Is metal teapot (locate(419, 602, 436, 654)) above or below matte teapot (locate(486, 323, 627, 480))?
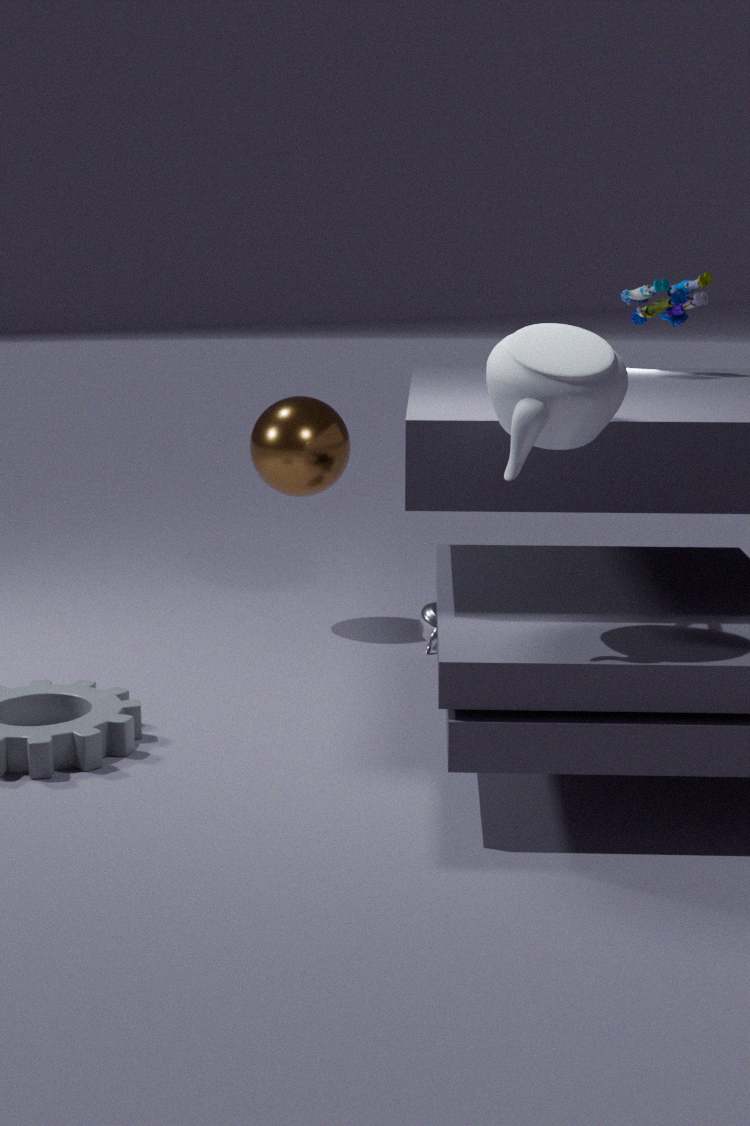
below
